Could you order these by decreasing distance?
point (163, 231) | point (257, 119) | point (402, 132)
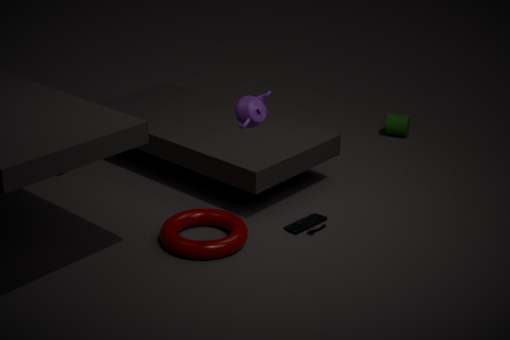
point (402, 132)
point (163, 231)
point (257, 119)
